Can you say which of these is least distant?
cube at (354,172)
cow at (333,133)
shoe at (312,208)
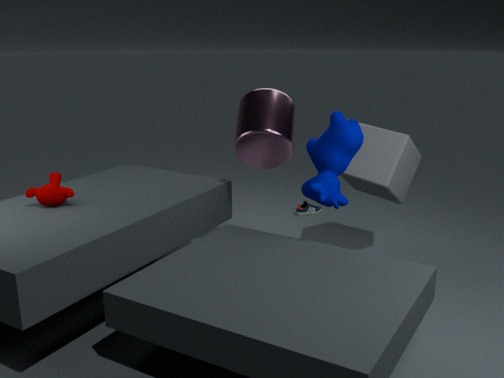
cow at (333,133)
